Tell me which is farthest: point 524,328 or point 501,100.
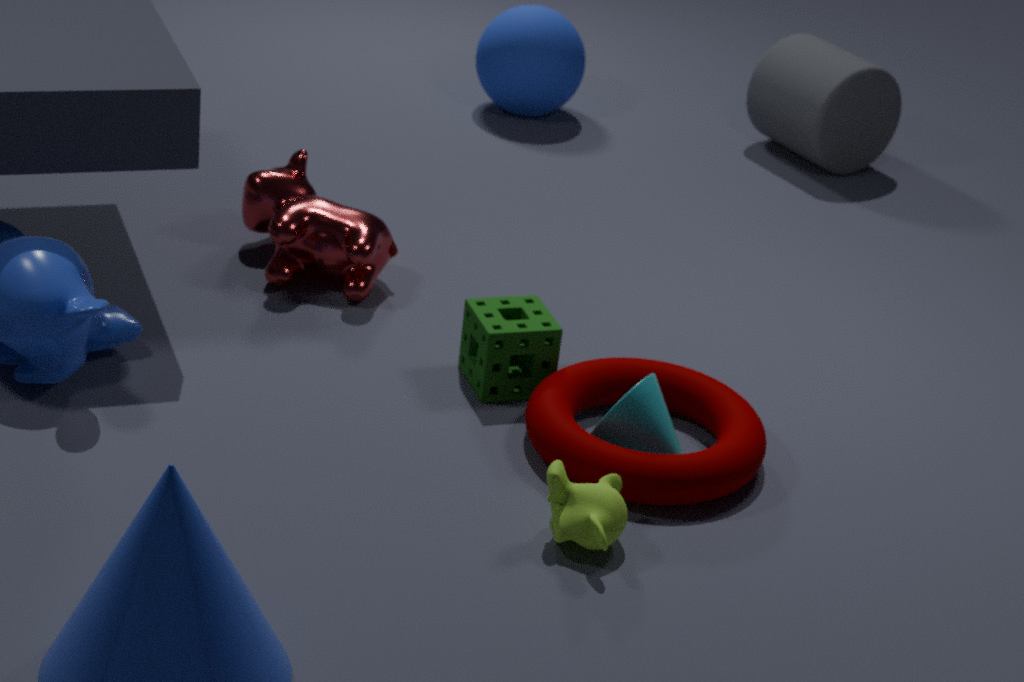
point 501,100
